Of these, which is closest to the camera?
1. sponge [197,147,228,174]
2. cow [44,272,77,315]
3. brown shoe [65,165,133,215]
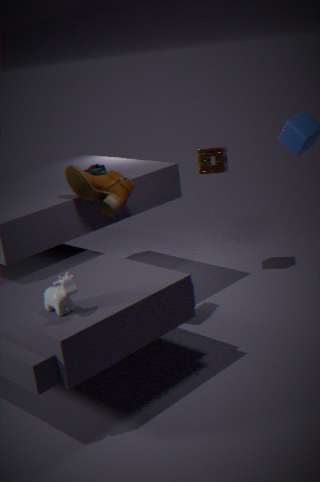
cow [44,272,77,315]
